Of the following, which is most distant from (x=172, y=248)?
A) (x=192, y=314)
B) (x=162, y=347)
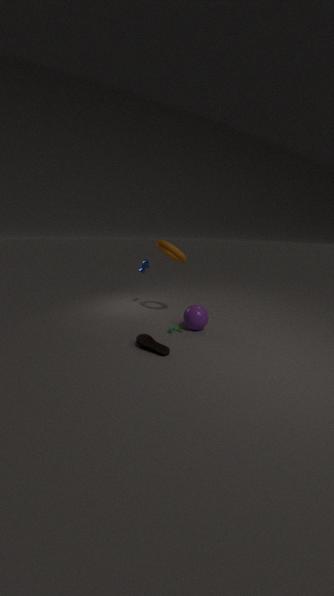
(x=162, y=347)
